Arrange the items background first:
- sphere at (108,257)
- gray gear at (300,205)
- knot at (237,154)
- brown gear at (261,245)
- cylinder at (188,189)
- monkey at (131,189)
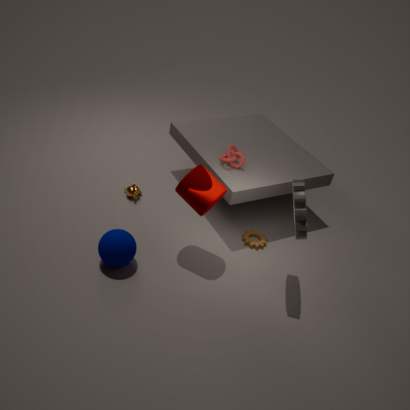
monkey at (131,189), brown gear at (261,245), knot at (237,154), cylinder at (188,189), sphere at (108,257), gray gear at (300,205)
